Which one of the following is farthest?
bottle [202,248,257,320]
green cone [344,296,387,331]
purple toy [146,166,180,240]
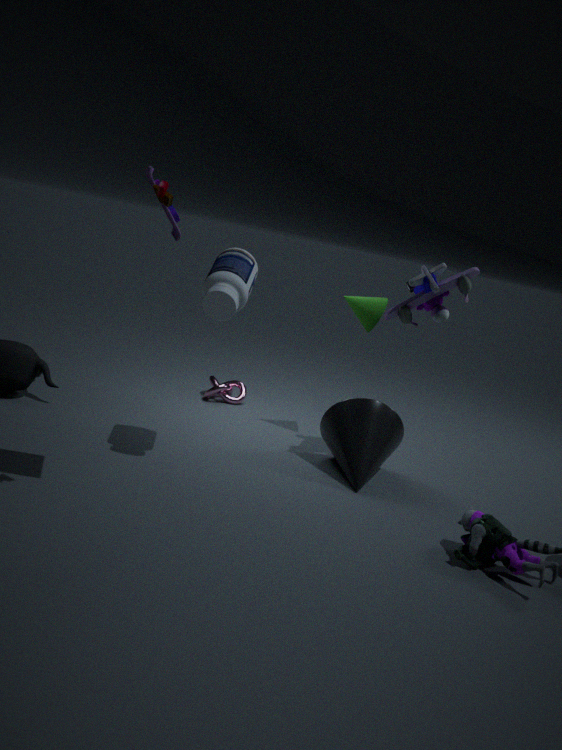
green cone [344,296,387,331]
